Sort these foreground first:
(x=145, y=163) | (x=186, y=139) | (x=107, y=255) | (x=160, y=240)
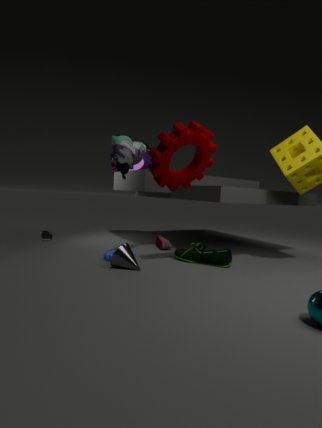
1. (x=186, y=139)
2. (x=107, y=255)
3. (x=160, y=240)
4. (x=145, y=163)
